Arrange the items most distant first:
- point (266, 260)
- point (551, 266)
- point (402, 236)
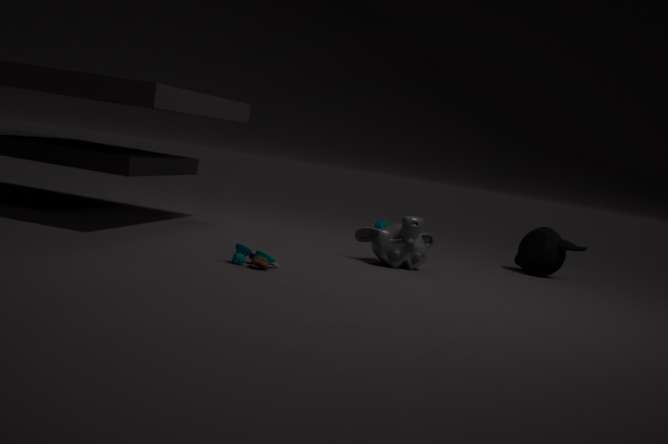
point (551, 266) → point (402, 236) → point (266, 260)
